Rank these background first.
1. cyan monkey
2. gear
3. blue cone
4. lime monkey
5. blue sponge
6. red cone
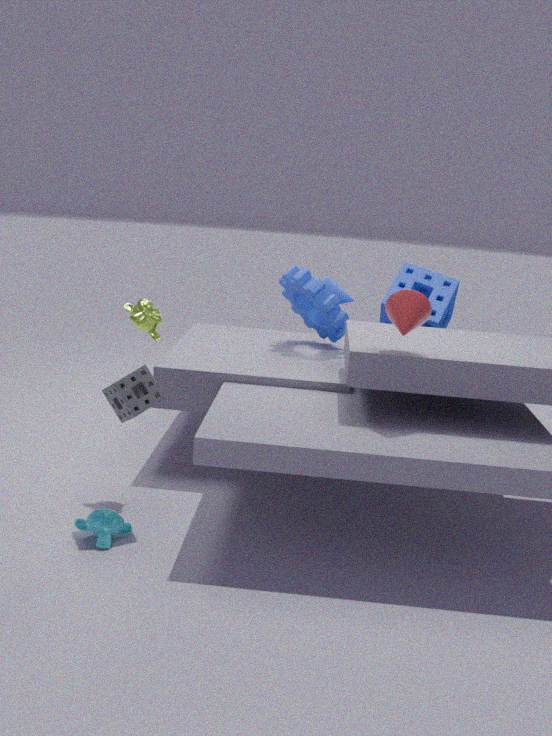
blue cone
gear
blue sponge
lime monkey
red cone
cyan monkey
